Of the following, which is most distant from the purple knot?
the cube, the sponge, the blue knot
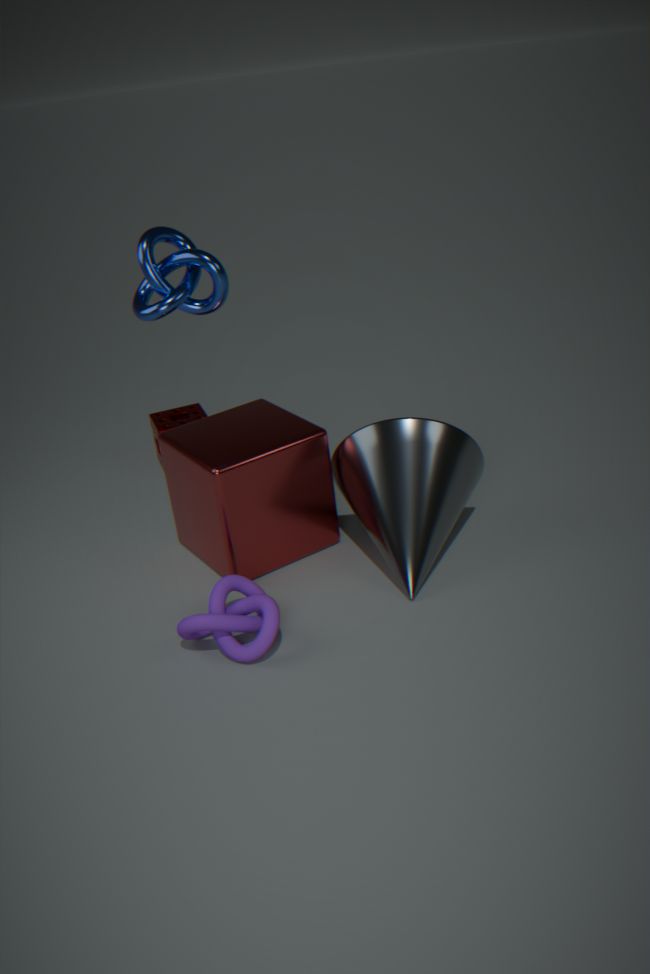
the sponge
